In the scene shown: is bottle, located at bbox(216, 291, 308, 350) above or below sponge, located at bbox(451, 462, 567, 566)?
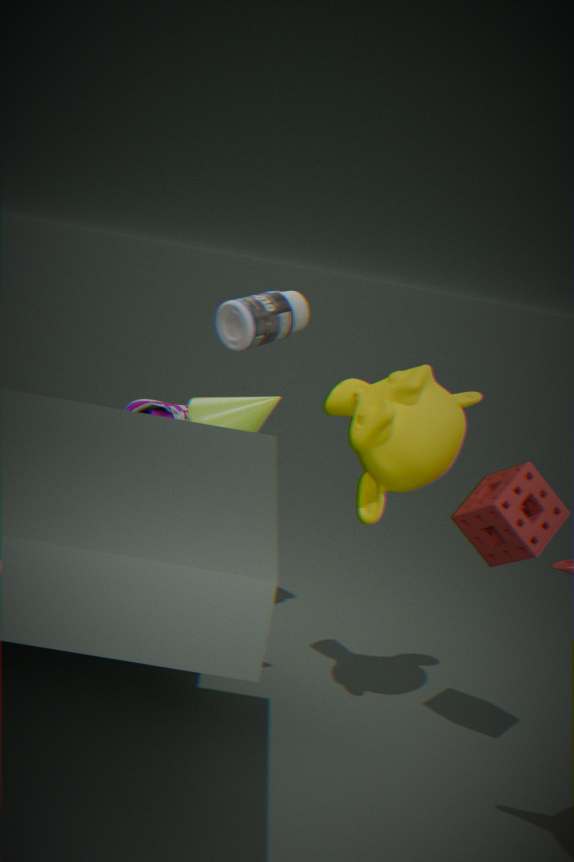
above
